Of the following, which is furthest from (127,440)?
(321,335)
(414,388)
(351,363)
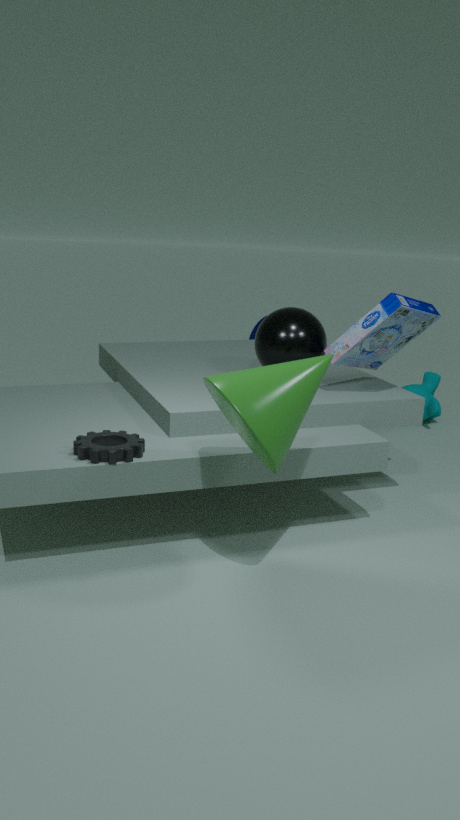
(414,388)
